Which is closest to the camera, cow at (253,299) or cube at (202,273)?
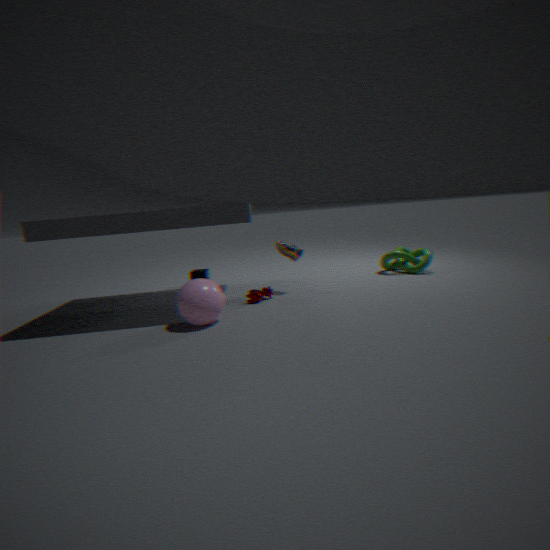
cow at (253,299)
